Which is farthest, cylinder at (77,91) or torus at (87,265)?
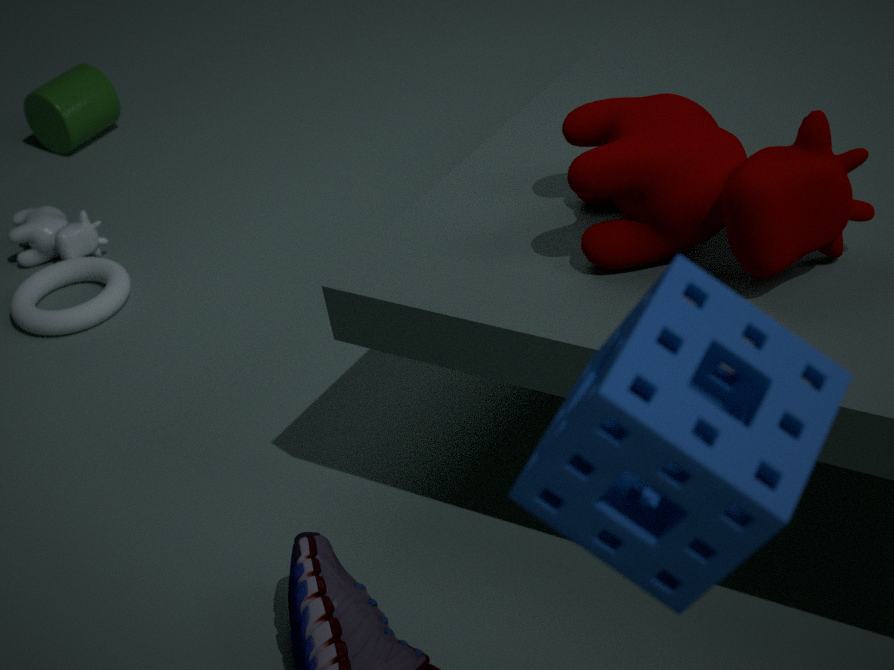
cylinder at (77,91)
